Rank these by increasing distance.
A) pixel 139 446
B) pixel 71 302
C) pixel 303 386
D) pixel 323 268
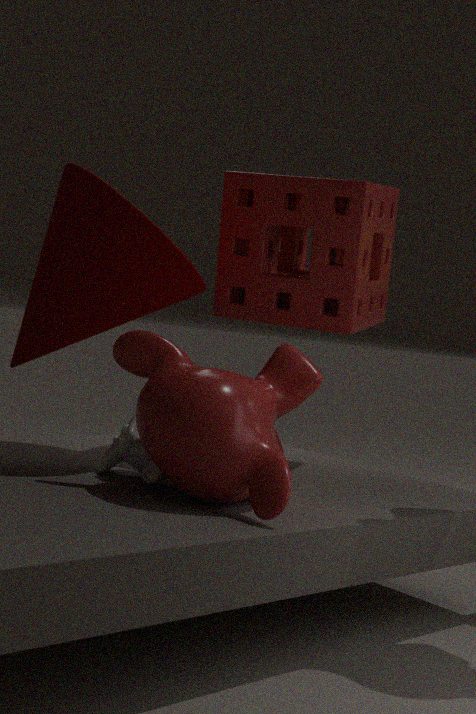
pixel 303 386 < pixel 139 446 < pixel 71 302 < pixel 323 268
